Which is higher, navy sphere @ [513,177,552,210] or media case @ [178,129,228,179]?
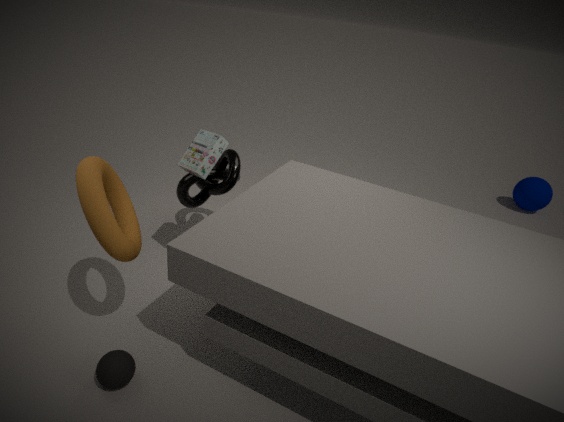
media case @ [178,129,228,179]
